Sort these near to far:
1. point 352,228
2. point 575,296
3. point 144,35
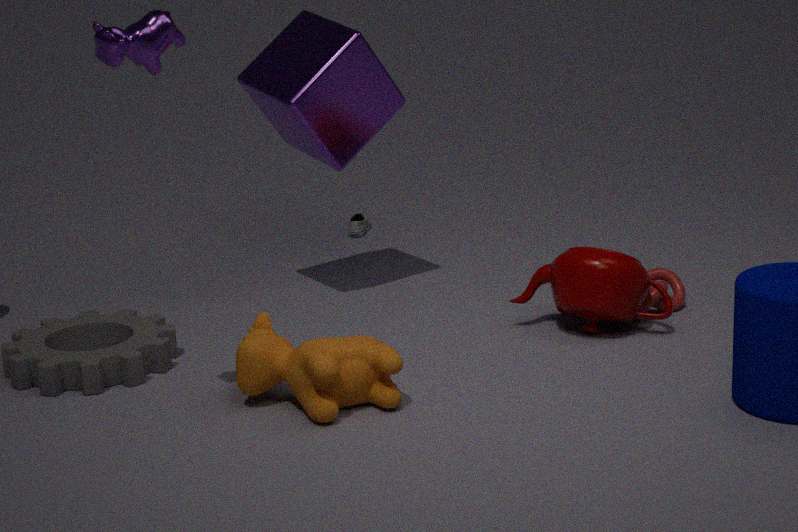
point 144,35, point 575,296, point 352,228
